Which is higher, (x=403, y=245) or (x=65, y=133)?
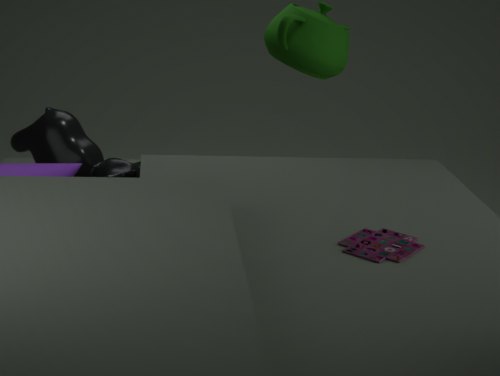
(x=403, y=245)
